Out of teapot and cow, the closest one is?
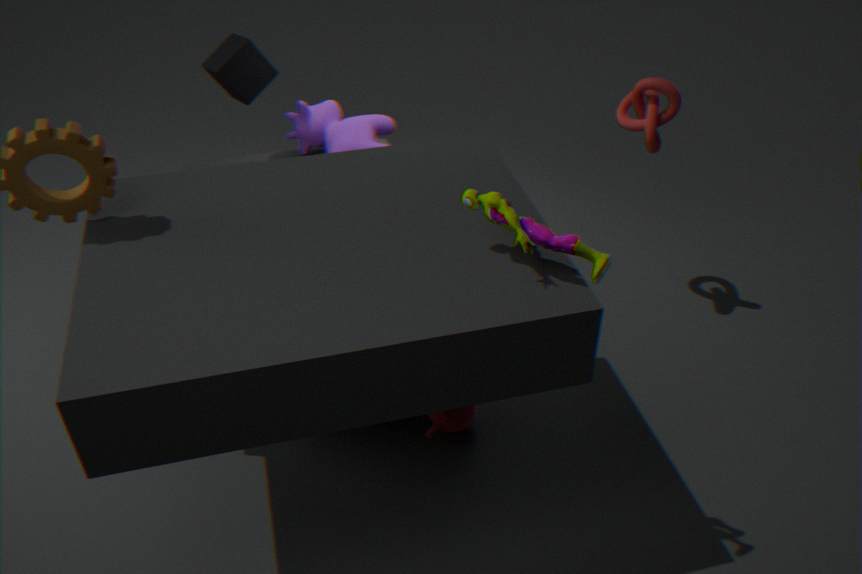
teapot
